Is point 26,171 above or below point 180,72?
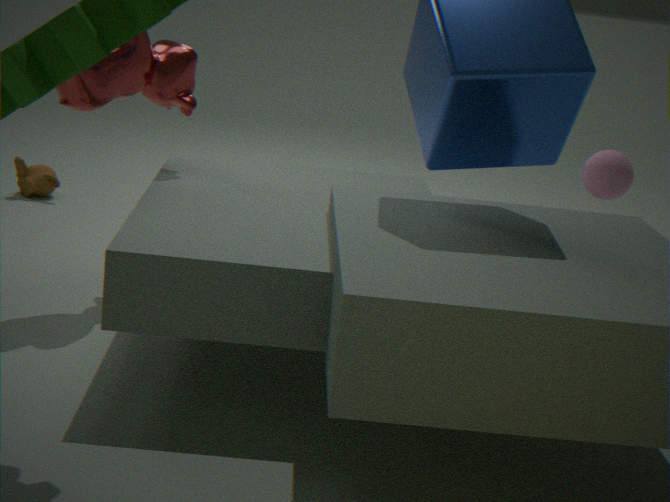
below
